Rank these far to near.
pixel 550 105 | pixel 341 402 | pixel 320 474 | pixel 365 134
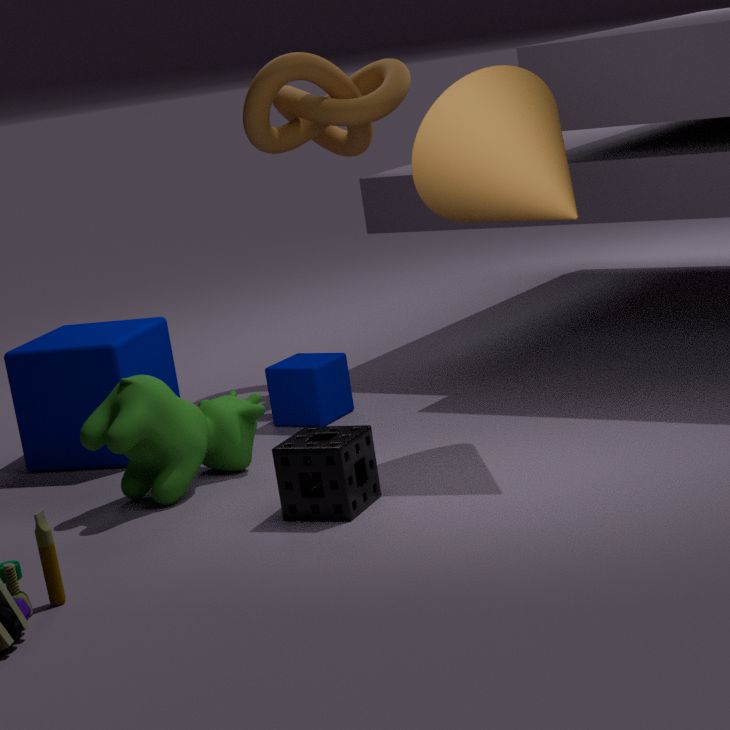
1. pixel 365 134
2. pixel 341 402
3. pixel 550 105
4. pixel 320 474
